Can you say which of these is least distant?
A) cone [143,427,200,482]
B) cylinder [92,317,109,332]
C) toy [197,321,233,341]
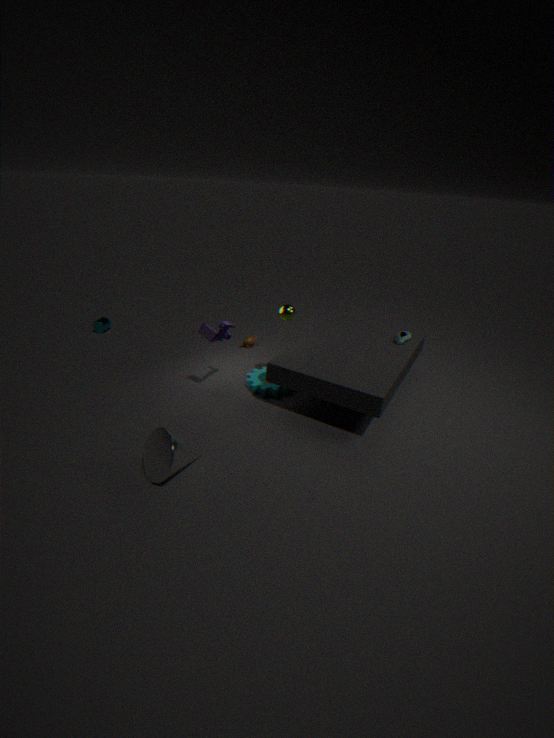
cone [143,427,200,482]
